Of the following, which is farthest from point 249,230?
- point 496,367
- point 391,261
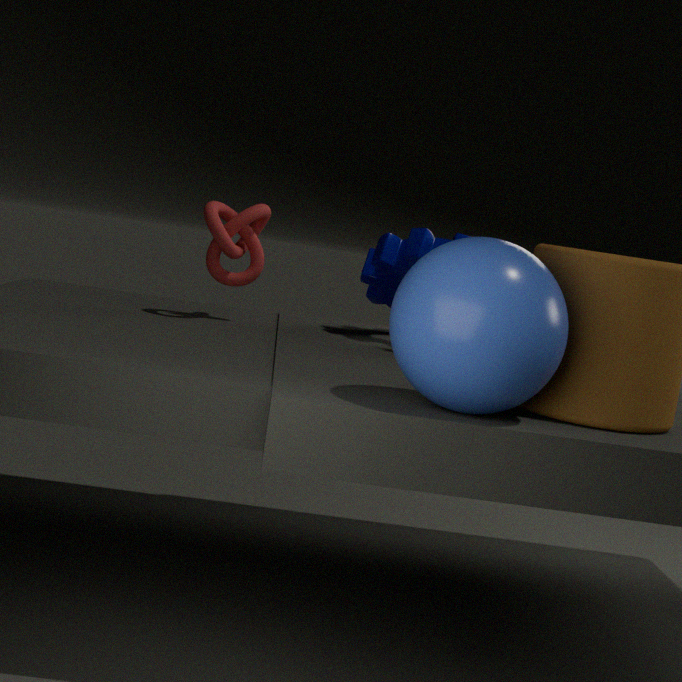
point 496,367
